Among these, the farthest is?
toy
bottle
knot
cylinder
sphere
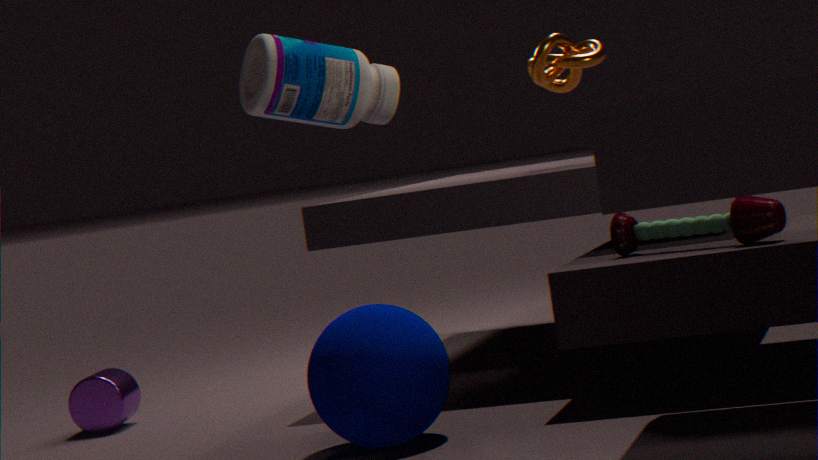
knot
